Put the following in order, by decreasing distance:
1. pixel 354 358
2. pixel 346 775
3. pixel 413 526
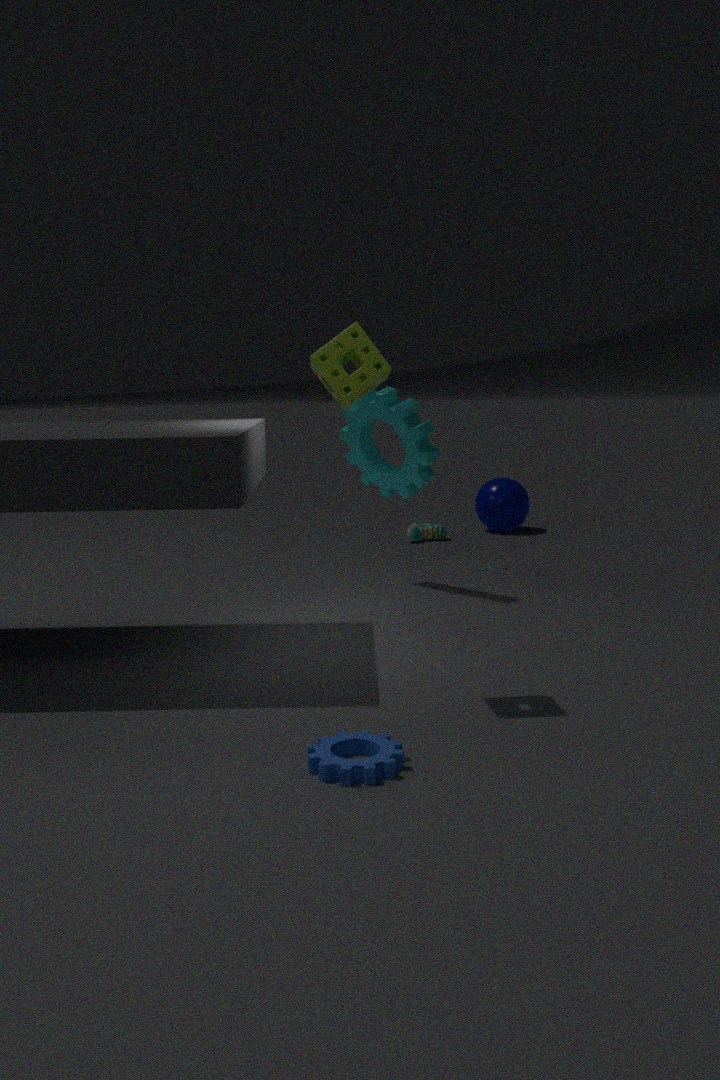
1. pixel 413 526
2. pixel 354 358
3. pixel 346 775
